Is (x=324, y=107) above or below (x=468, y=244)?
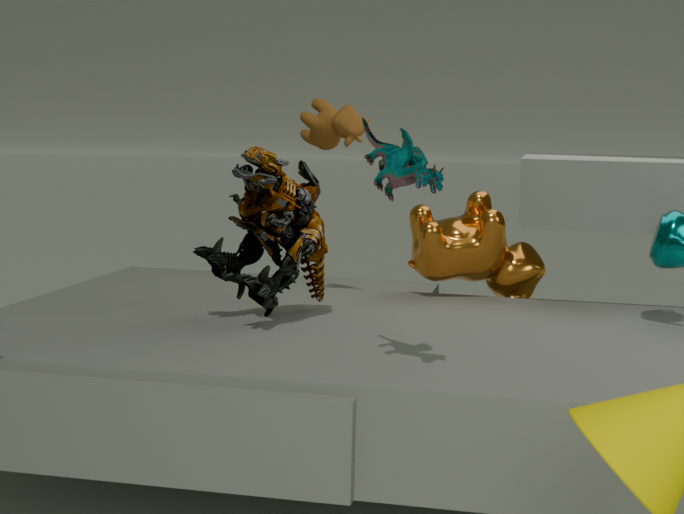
above
